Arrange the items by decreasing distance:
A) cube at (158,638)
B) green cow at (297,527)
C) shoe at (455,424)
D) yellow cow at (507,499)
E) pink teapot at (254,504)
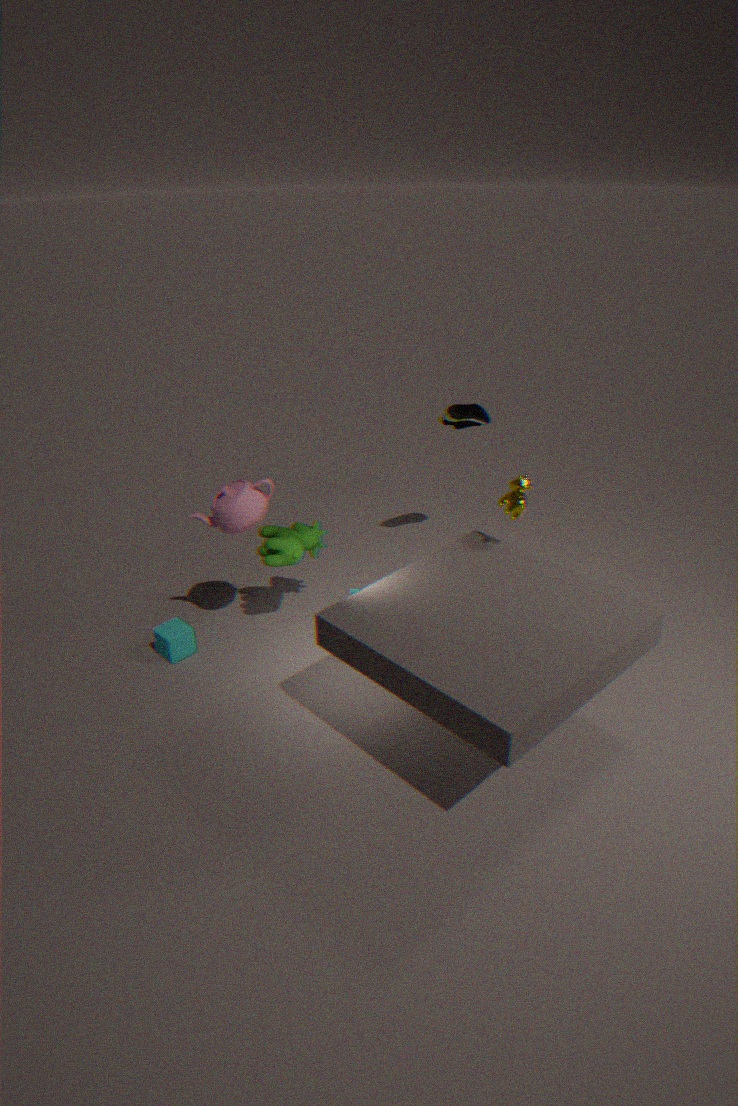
shoe at (455,424)
cube at (158,638)
green cow at (297,527)
pink teapot at (254,504)
yellow cow at (507,499)
